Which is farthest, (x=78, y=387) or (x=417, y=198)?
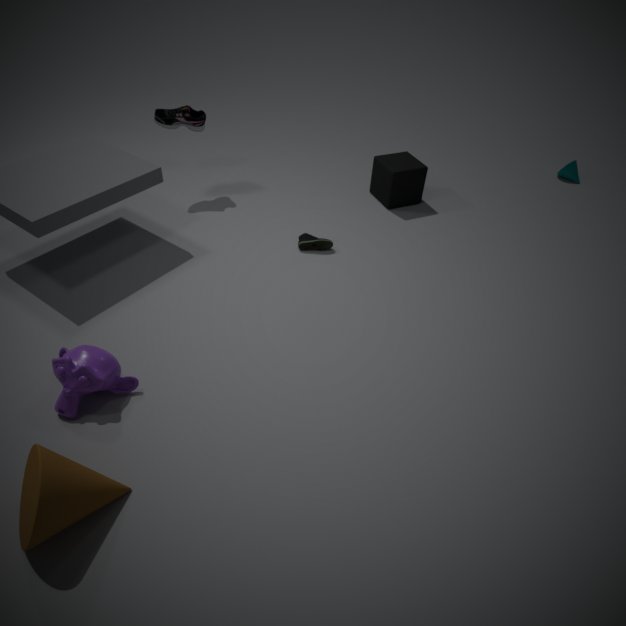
(x=417, y=198)
